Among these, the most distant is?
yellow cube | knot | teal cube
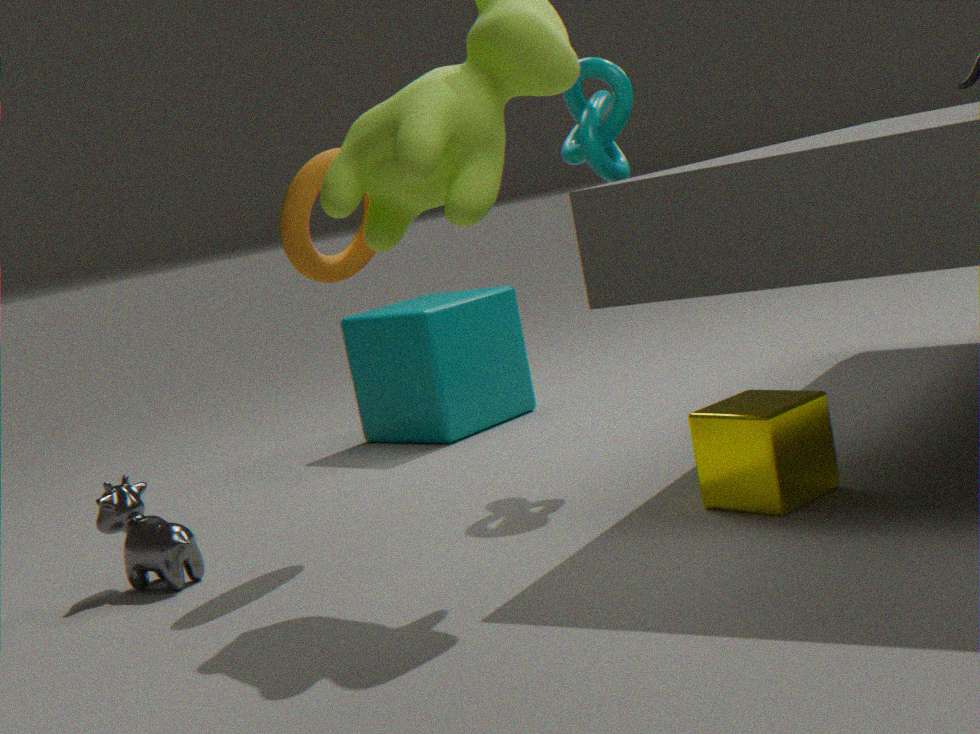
teal cube
